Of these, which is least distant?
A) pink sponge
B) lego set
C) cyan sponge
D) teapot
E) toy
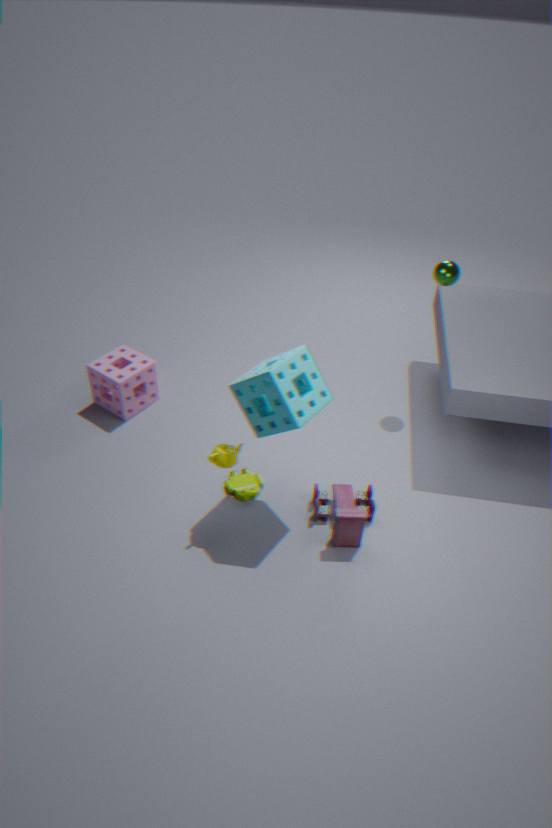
cyan sponge
